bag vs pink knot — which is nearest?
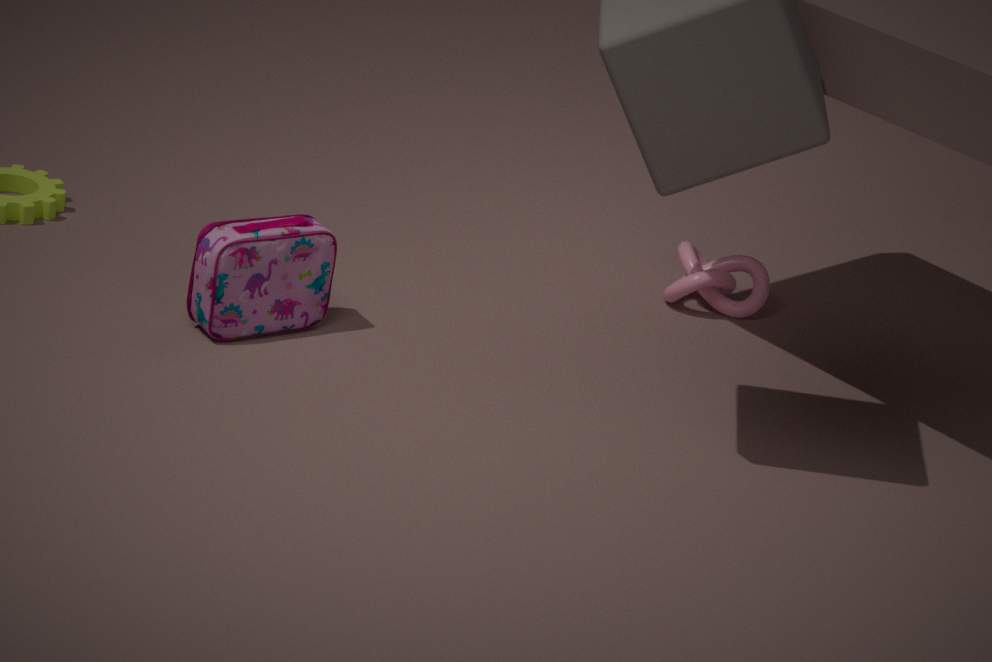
bag
